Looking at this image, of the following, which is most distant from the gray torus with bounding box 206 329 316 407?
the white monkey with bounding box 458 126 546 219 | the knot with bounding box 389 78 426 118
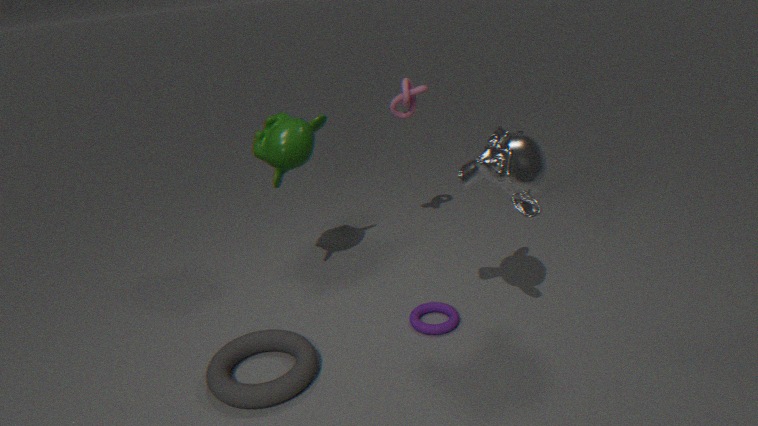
the knot with bounding box 389 78 426 118
